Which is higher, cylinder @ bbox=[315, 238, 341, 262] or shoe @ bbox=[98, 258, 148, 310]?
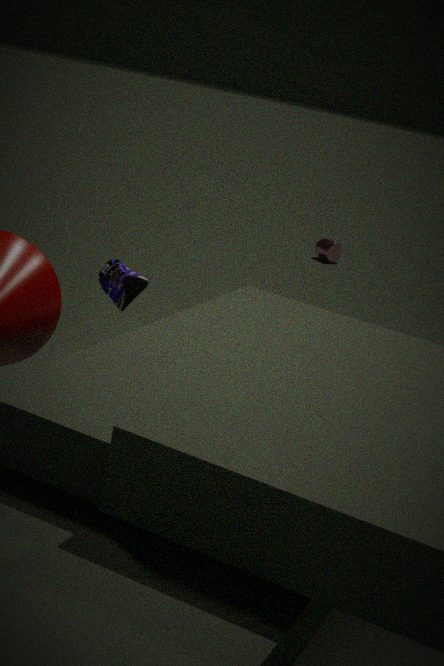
shoe @ bbox=[98, 258, 148, 310]
